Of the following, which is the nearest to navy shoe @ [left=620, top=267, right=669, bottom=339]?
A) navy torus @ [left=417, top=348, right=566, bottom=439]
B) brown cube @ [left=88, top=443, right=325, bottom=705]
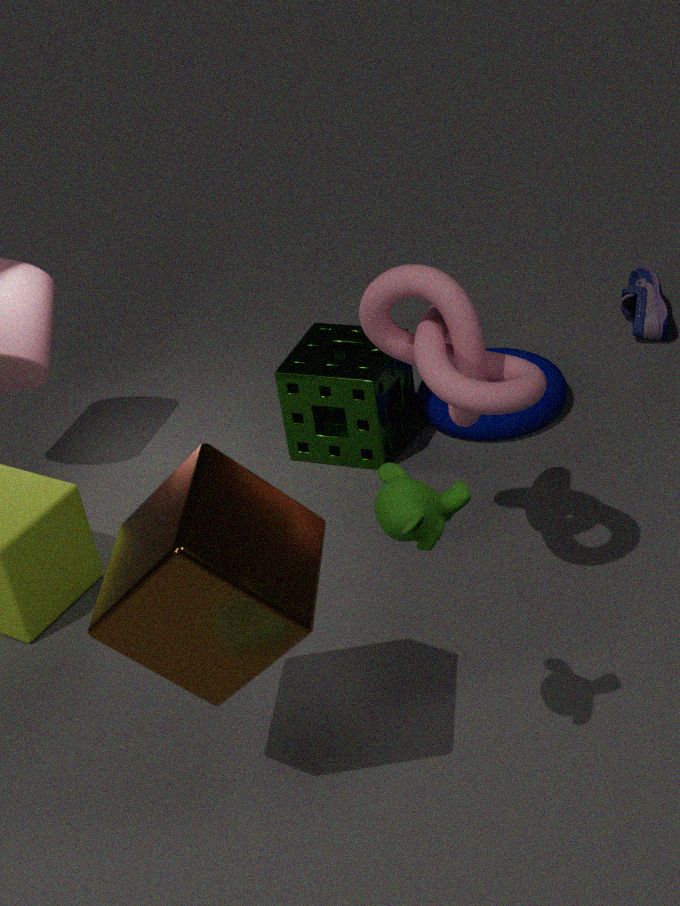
navy torus @ [left=417, top=348, right=566, bottom=439]
